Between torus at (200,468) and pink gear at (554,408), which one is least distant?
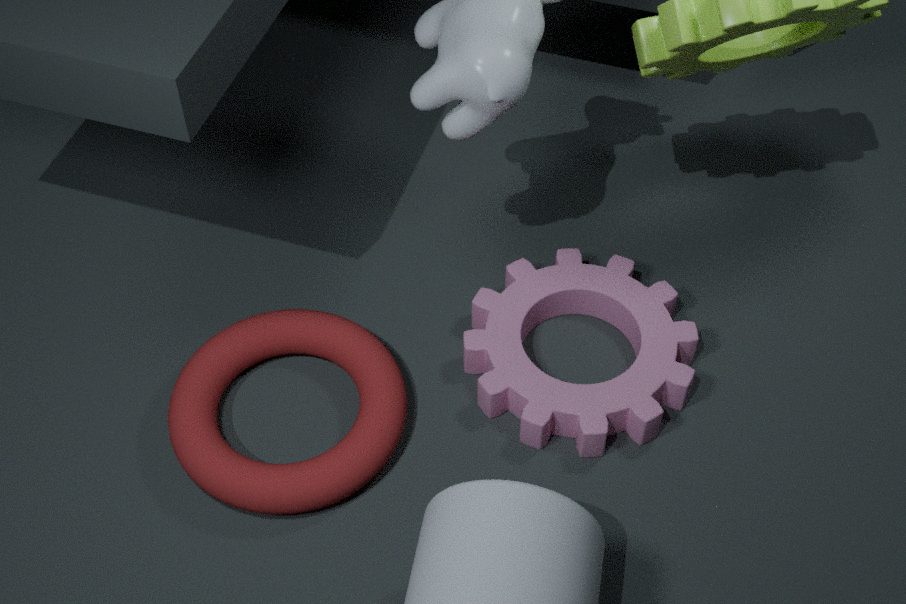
torus at (200,468)
